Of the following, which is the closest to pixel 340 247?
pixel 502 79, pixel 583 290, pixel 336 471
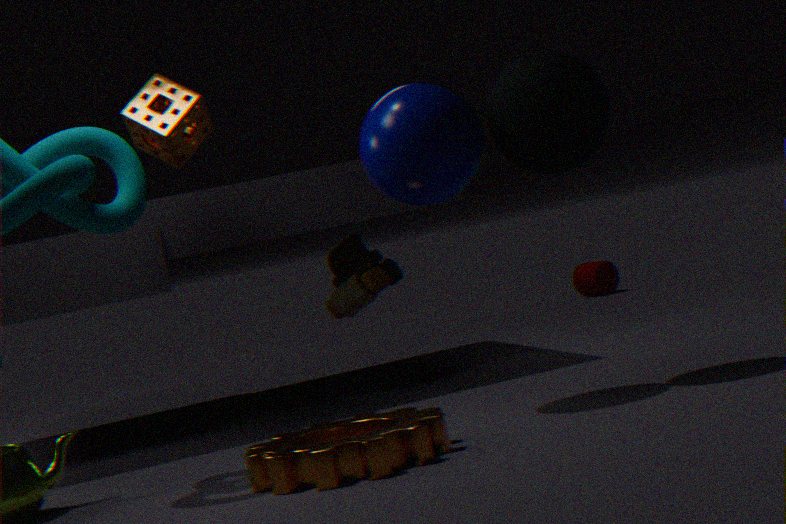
pixel 502 79
